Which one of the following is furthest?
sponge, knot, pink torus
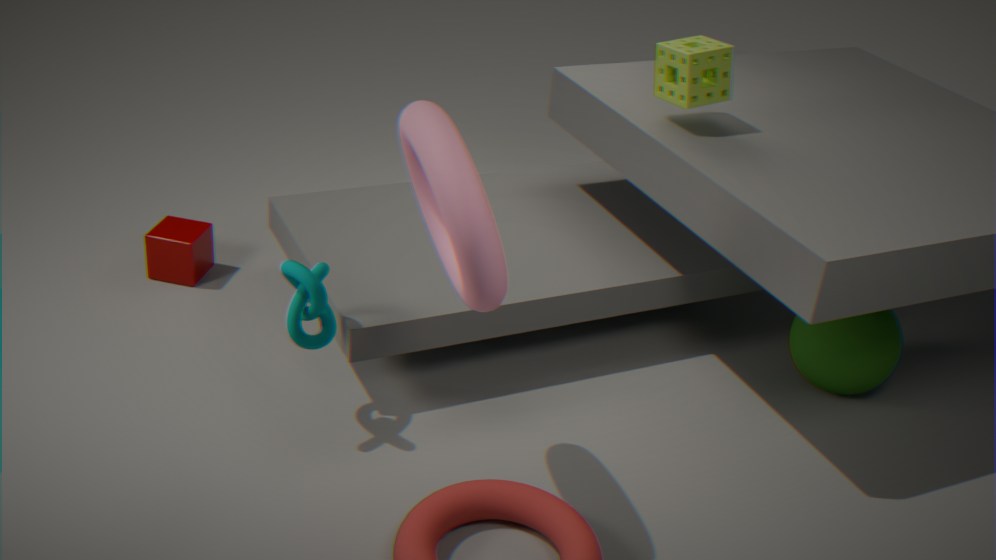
sponge
